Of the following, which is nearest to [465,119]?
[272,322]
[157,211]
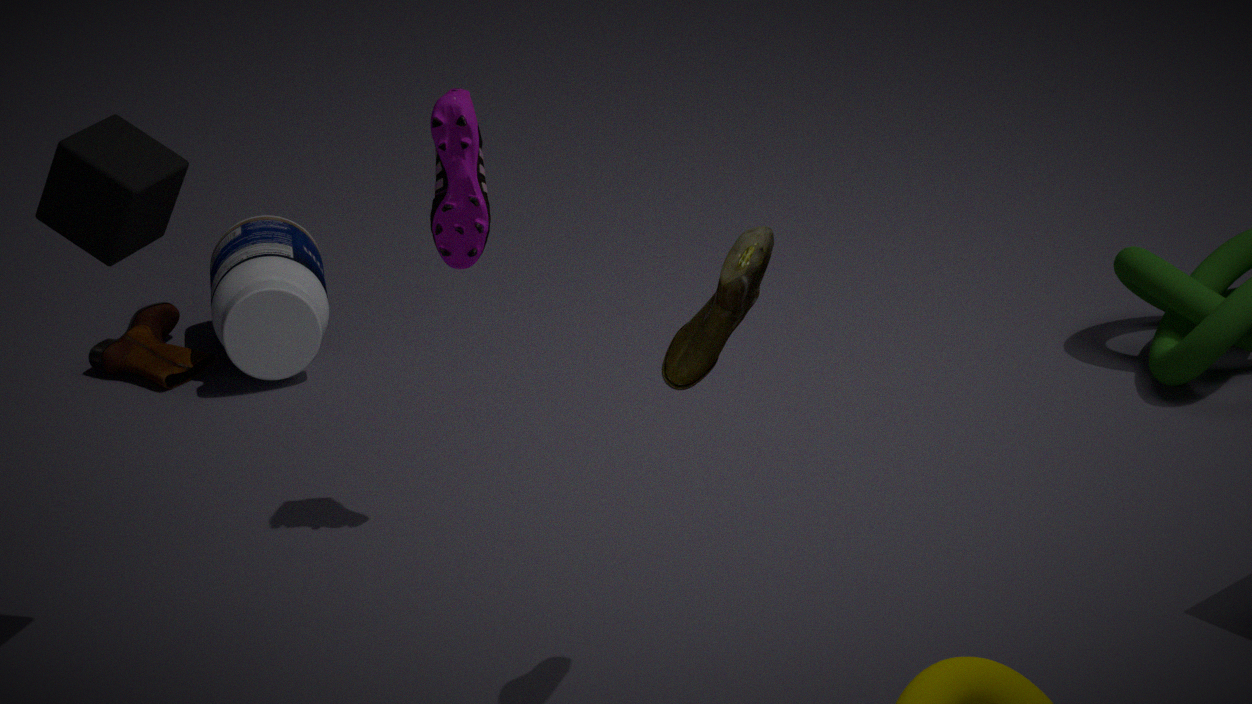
[157,211]
